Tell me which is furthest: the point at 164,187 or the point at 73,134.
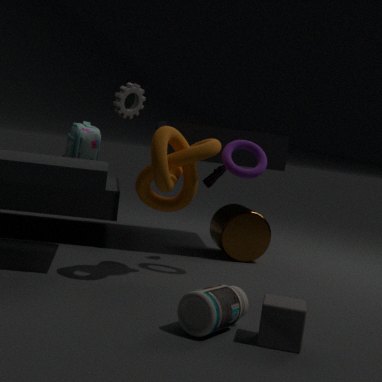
the point at 73,134
